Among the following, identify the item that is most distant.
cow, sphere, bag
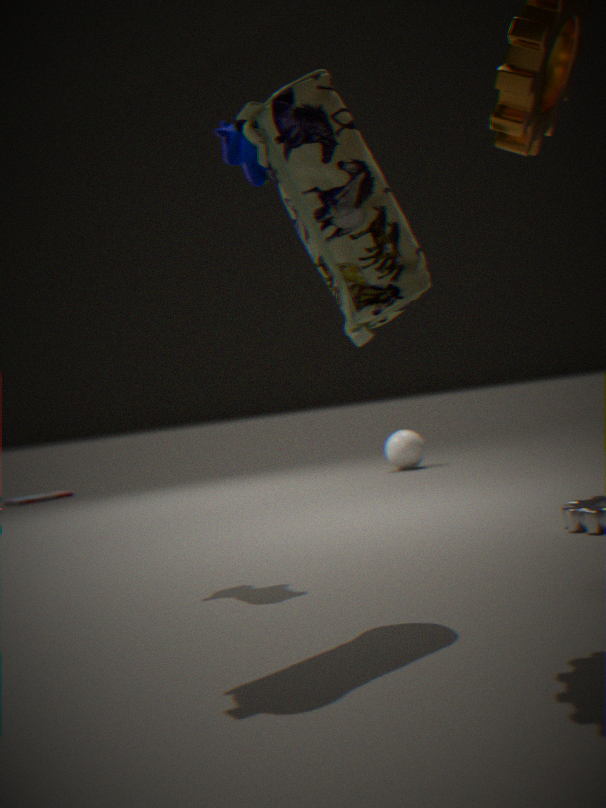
sphere
